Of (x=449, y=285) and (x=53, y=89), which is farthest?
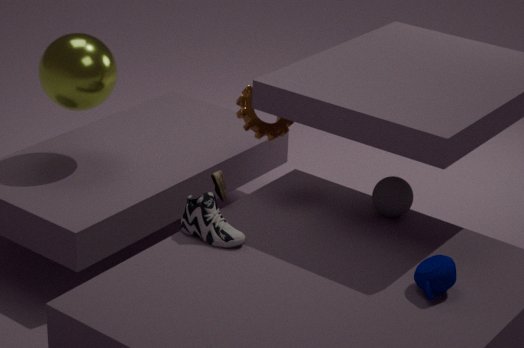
(x=53, y=89)
